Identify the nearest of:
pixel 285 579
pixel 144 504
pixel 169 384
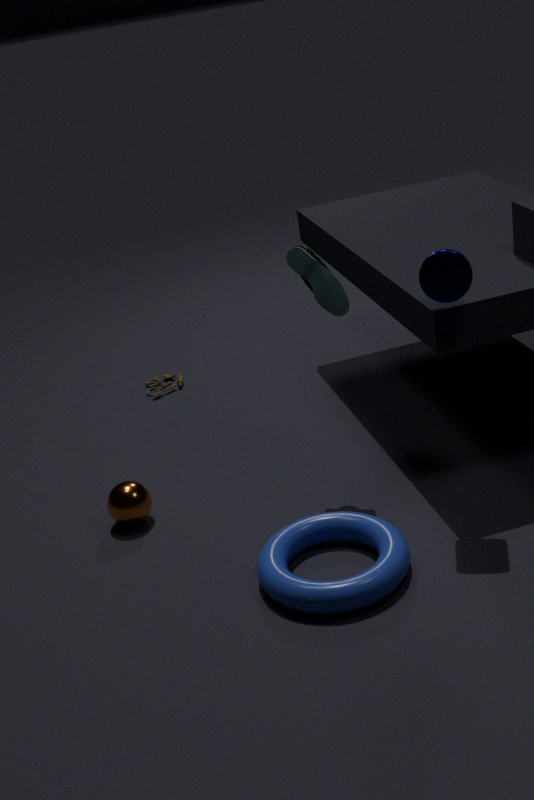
pixel 285 579
